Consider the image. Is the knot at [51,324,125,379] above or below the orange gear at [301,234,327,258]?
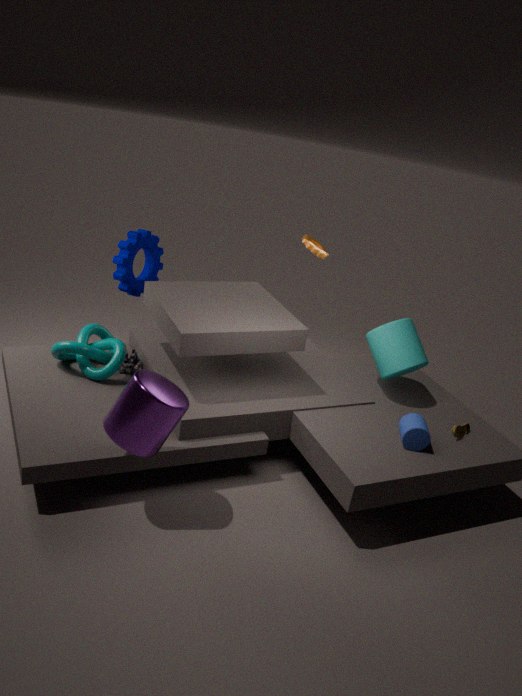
below
